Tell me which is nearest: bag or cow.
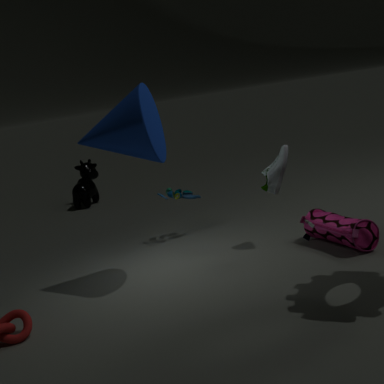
bag
